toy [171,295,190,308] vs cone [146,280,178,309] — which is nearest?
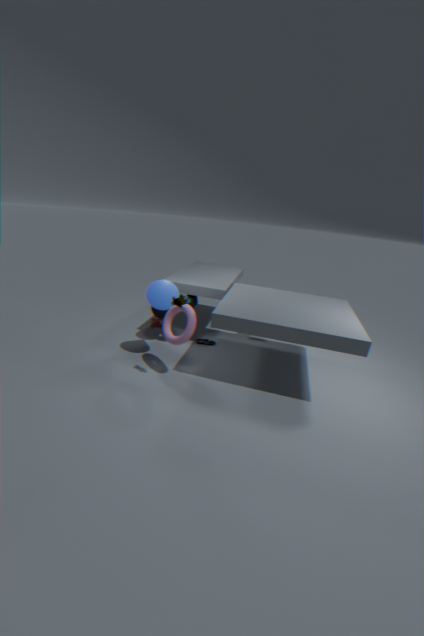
toy [171,295,190,308]
